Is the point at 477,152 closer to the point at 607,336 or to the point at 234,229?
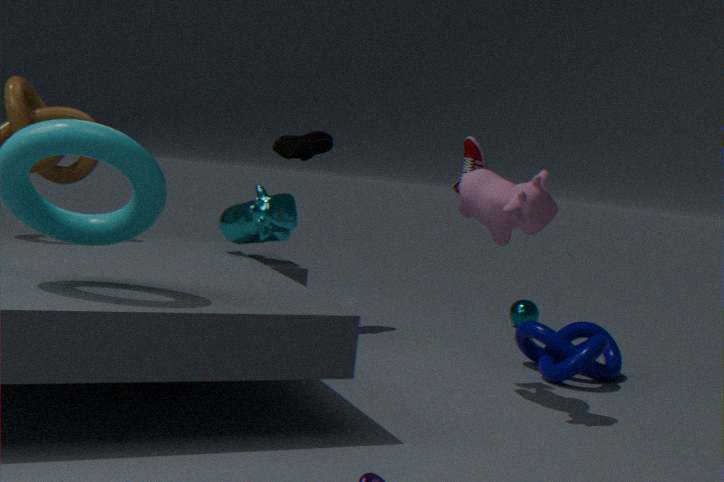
the point at 234,229
